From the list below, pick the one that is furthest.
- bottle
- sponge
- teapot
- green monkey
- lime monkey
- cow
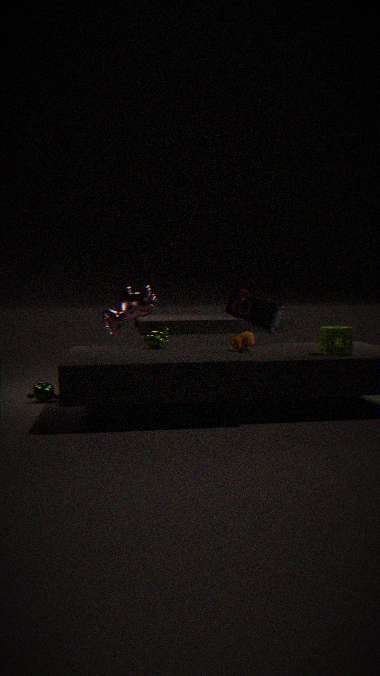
cow
